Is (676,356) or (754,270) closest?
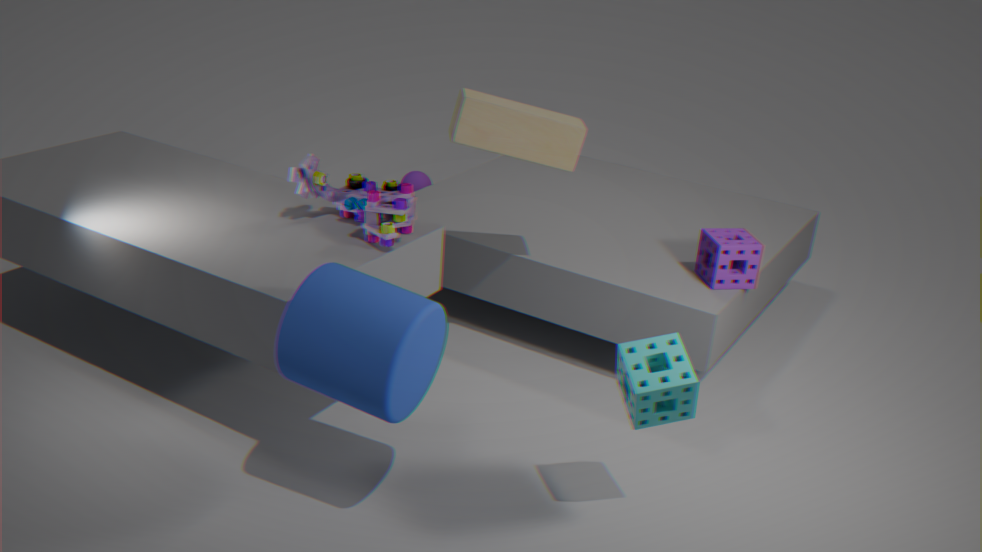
(676,356)
